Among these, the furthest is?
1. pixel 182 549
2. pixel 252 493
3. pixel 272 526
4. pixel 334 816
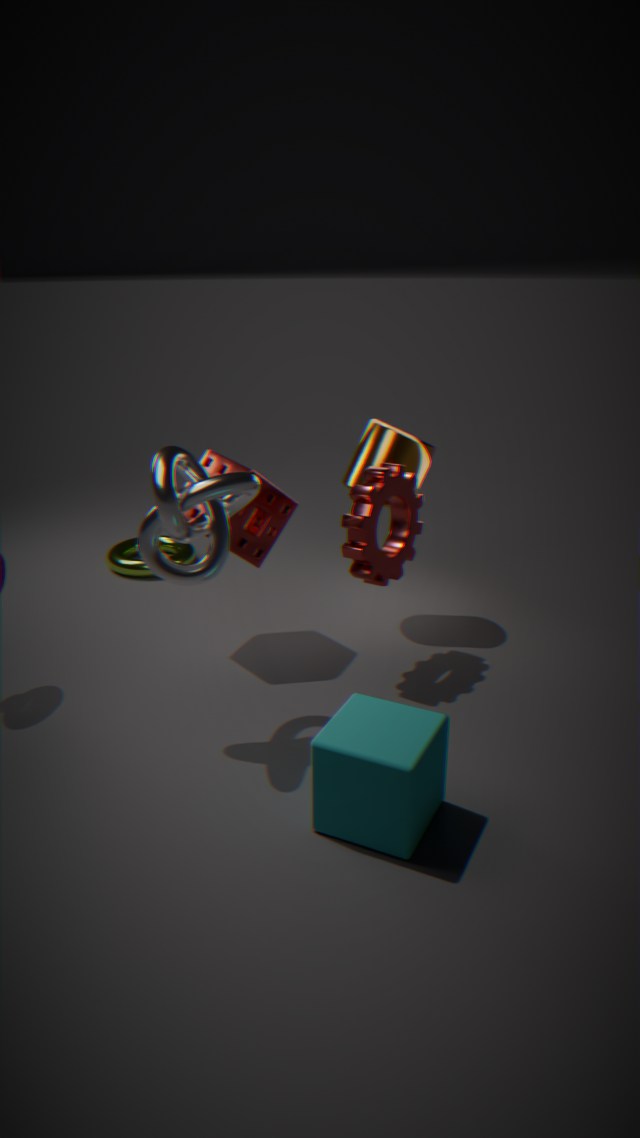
pixel 182 549
